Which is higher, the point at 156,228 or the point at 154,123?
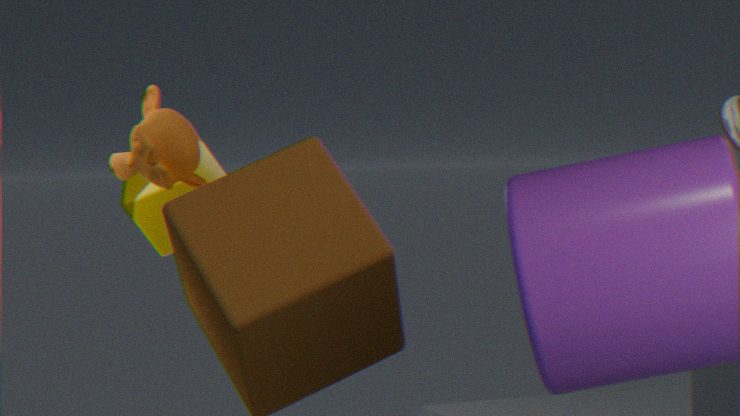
the point at 154,123
